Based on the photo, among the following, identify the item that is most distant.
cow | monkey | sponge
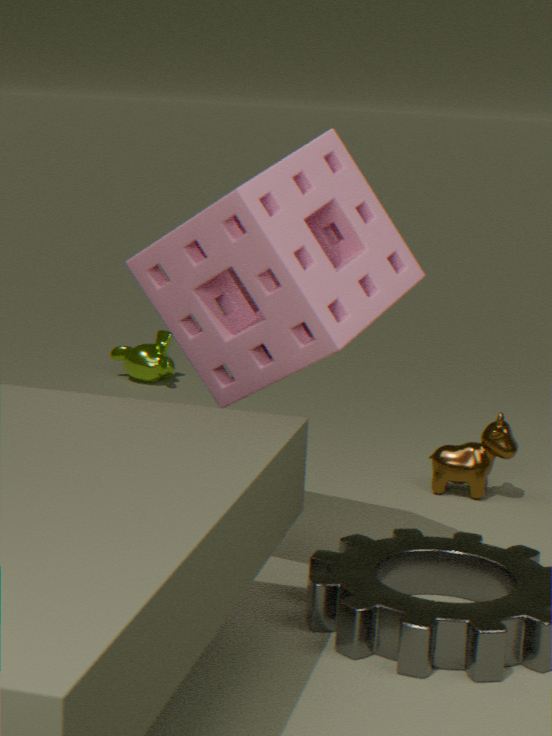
monkey
